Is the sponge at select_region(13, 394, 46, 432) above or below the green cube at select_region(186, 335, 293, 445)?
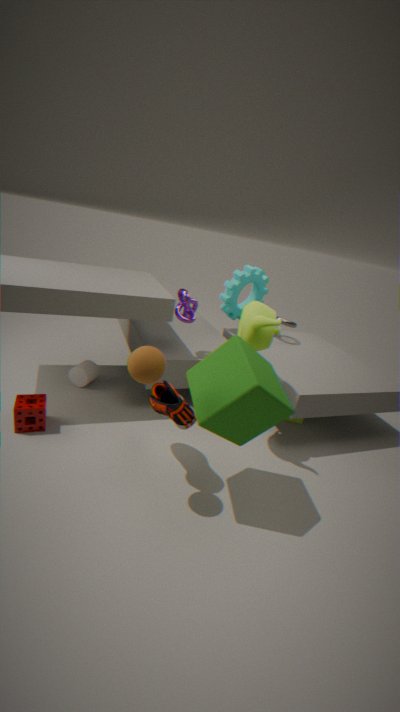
below
